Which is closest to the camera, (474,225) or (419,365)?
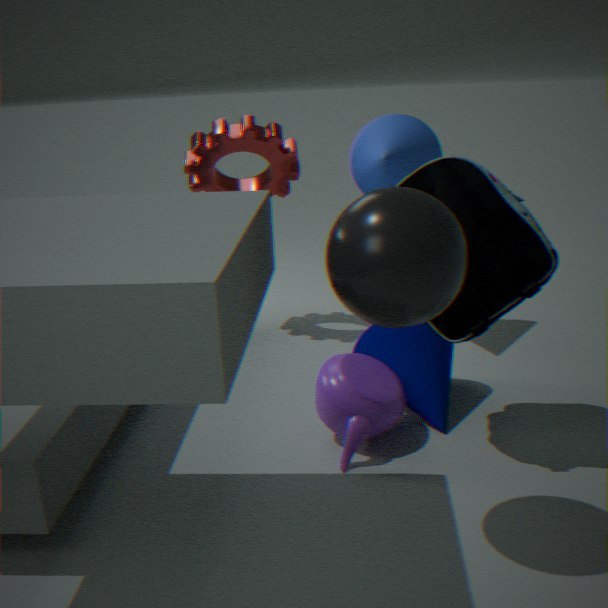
(474,225)
